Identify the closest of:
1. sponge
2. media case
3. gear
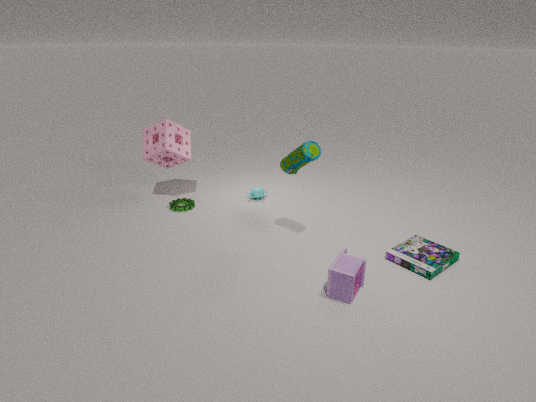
media case
